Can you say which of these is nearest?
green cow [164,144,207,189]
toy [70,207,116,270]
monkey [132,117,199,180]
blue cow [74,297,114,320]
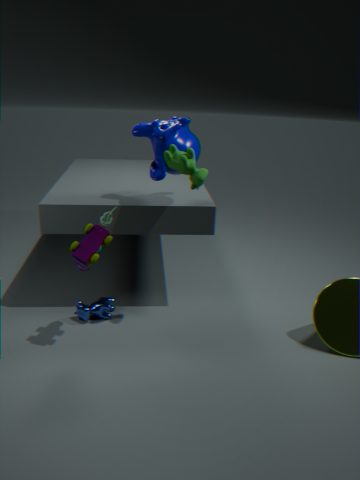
toy [70,207,116,270]
